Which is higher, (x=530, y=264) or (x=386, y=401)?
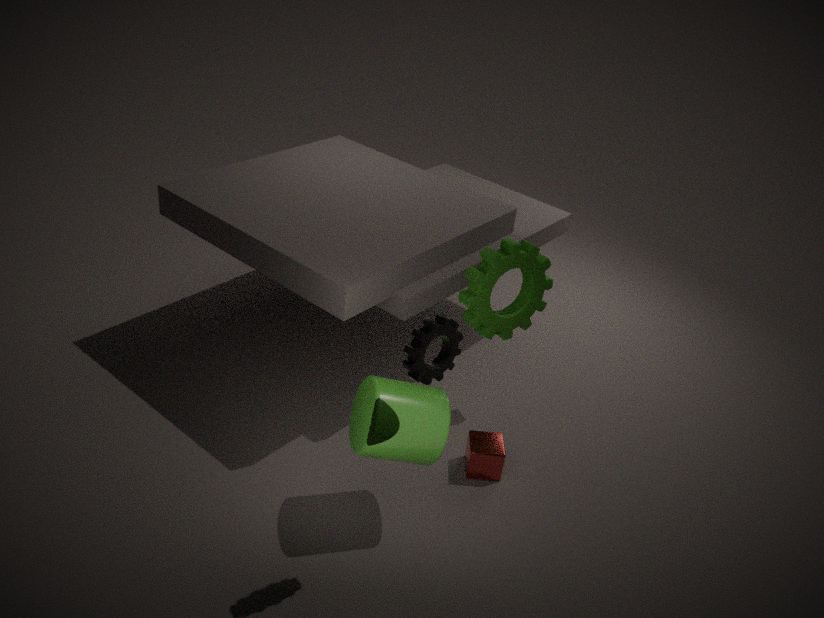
(x=530, y=264)
